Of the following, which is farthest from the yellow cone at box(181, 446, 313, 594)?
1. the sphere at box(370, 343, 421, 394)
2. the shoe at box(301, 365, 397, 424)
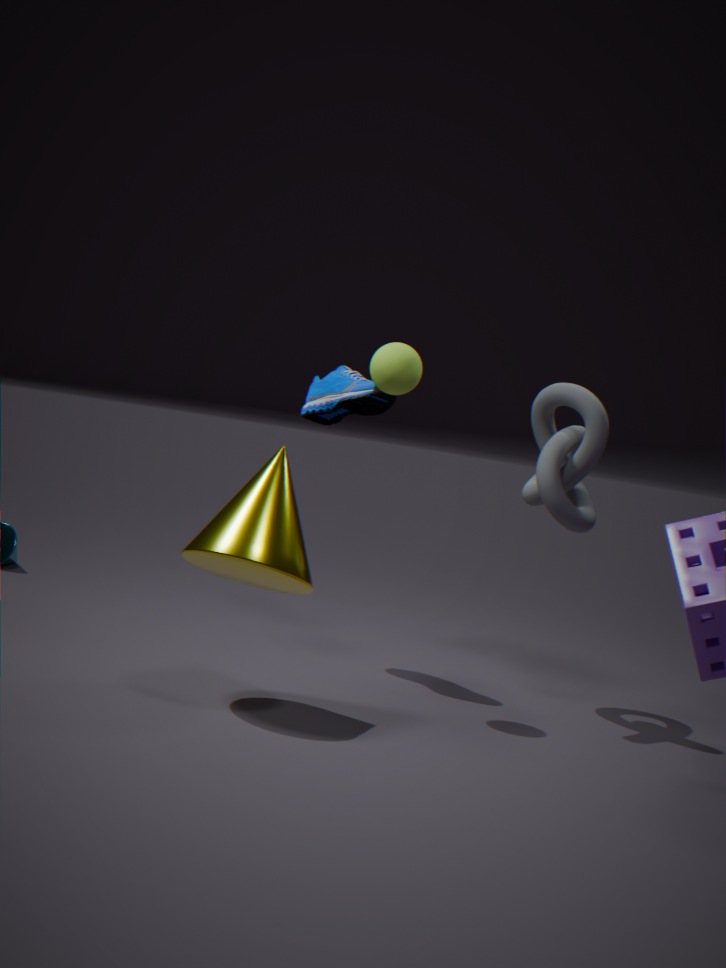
the shoe at box(301, 365, 397, 424)
